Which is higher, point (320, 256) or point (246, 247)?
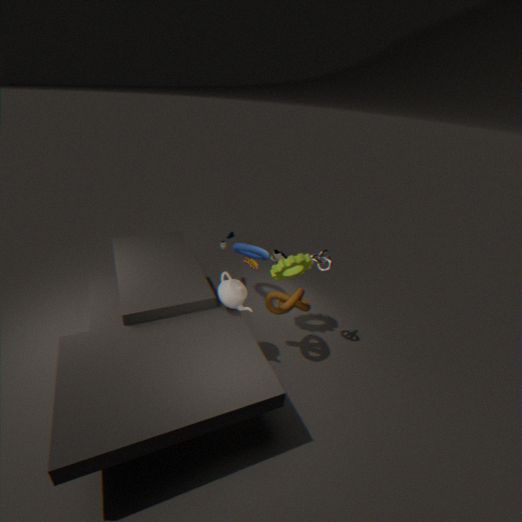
point (320, 256)
